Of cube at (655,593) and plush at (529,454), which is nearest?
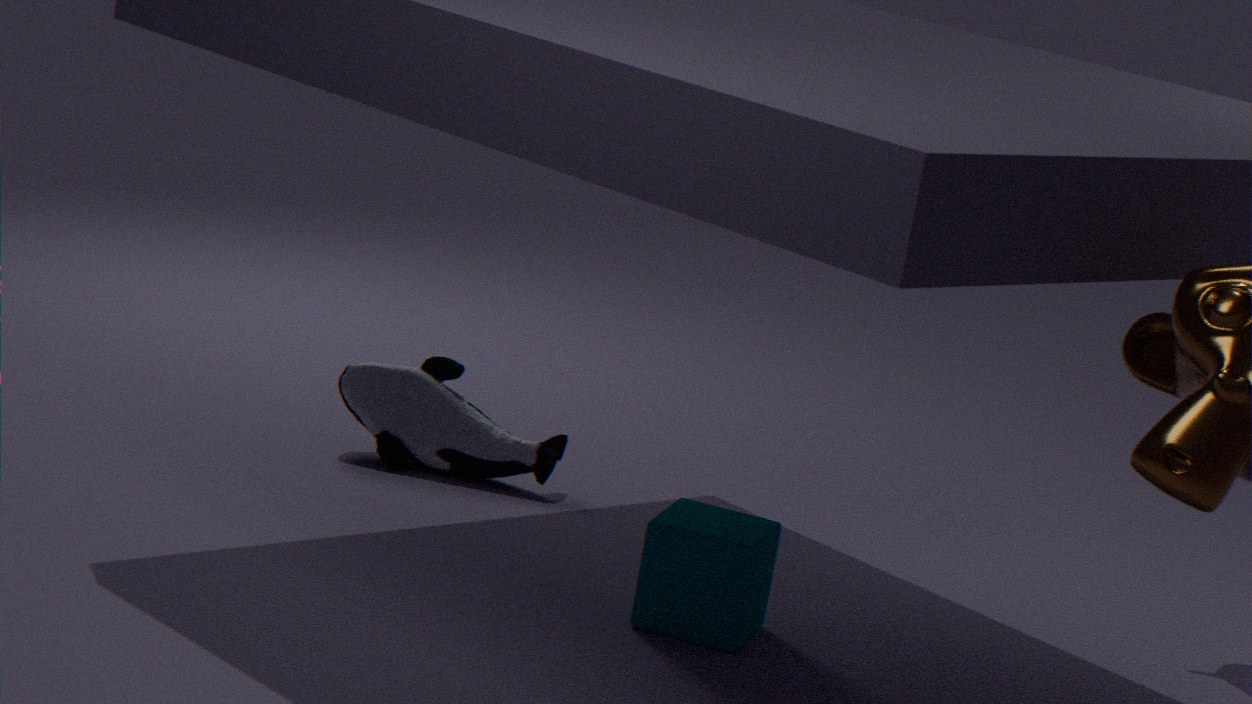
cube at (655,593)
